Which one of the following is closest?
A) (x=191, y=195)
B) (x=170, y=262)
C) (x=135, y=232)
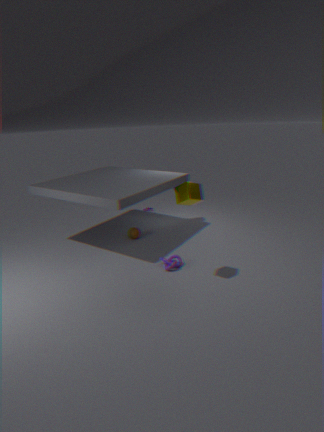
(x=191, y=195)
